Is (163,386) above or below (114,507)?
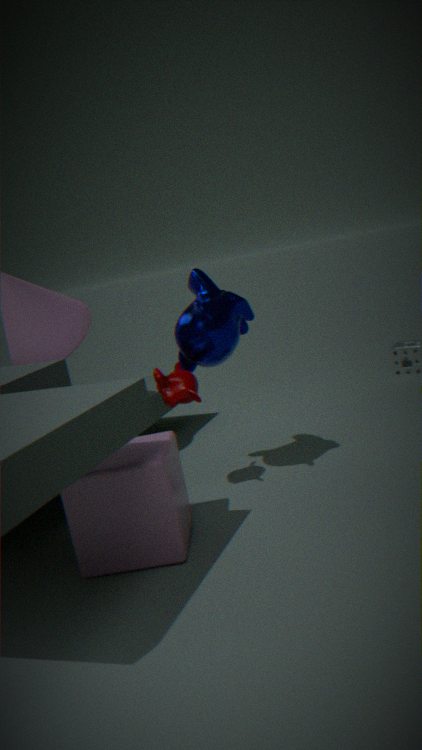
above
